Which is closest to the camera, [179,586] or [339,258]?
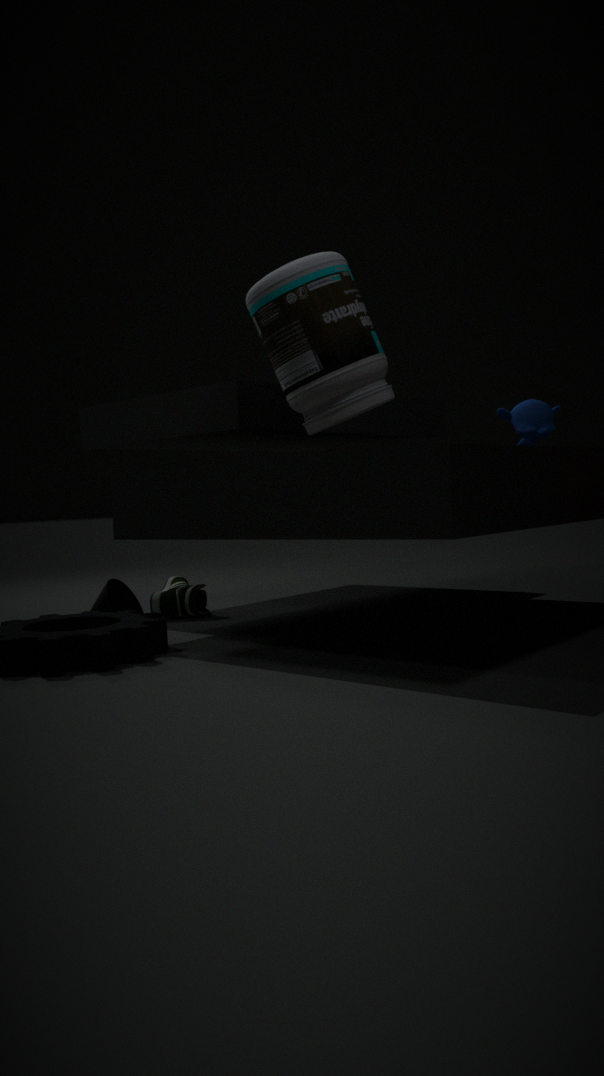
[339,258]
